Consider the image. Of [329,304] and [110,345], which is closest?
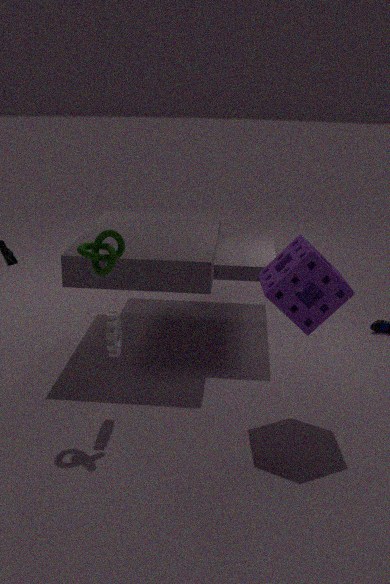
[329,304]
